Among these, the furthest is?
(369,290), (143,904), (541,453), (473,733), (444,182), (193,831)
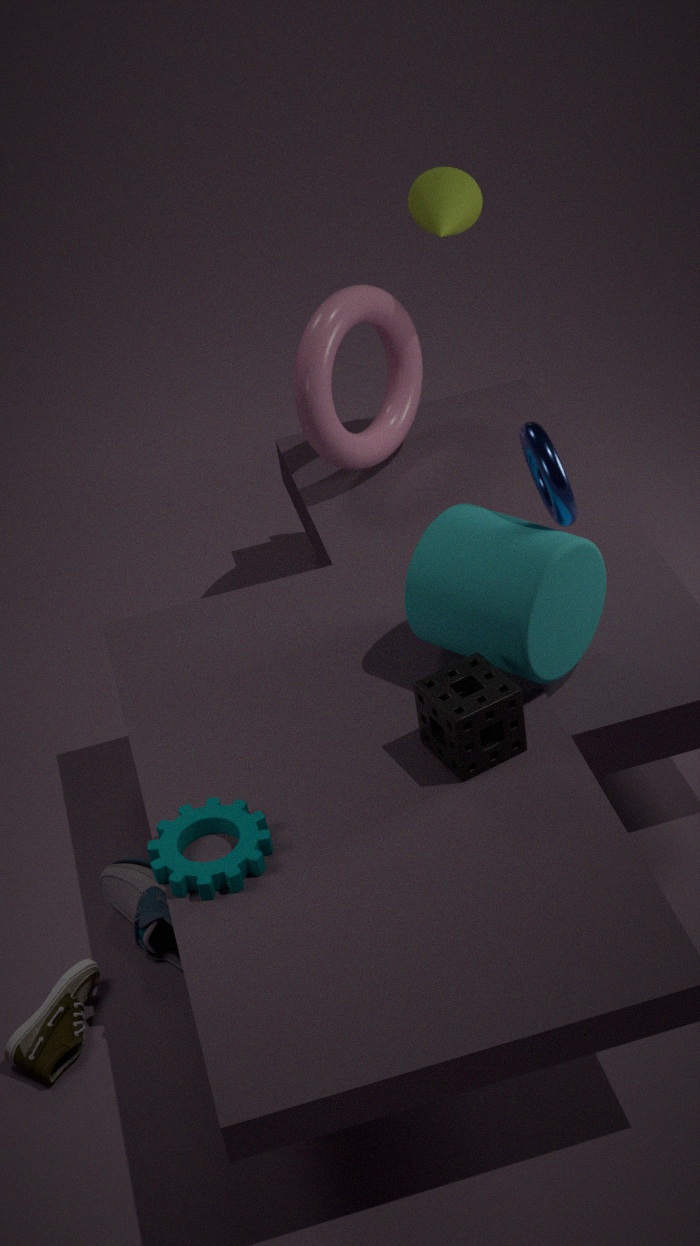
(369,290)
